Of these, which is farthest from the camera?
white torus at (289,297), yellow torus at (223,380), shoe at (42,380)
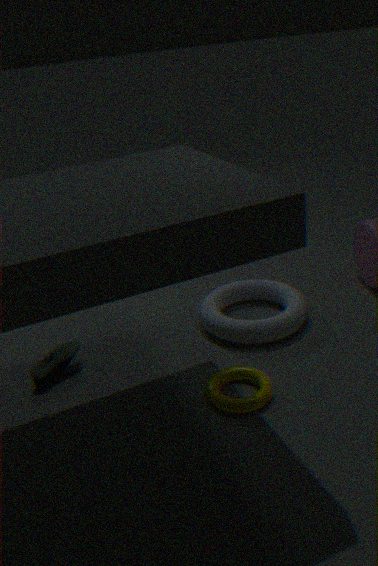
white torus at (289,297)
